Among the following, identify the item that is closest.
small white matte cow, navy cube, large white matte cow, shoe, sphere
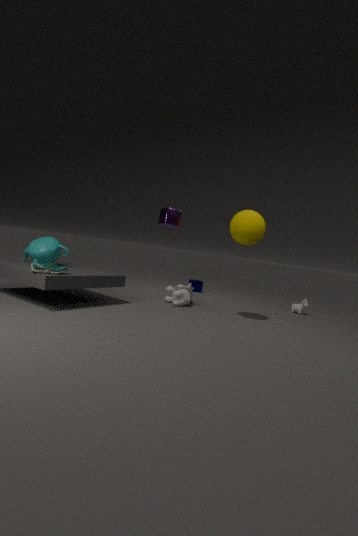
shoe
